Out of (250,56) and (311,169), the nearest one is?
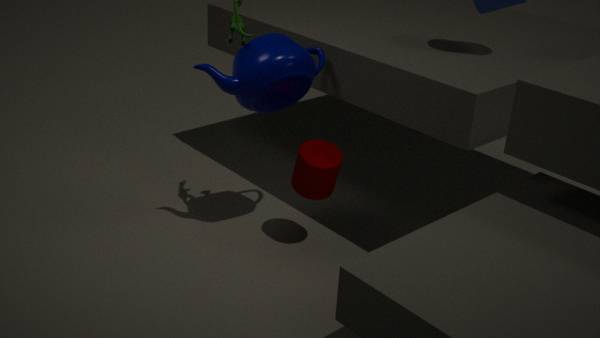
(250,56)
